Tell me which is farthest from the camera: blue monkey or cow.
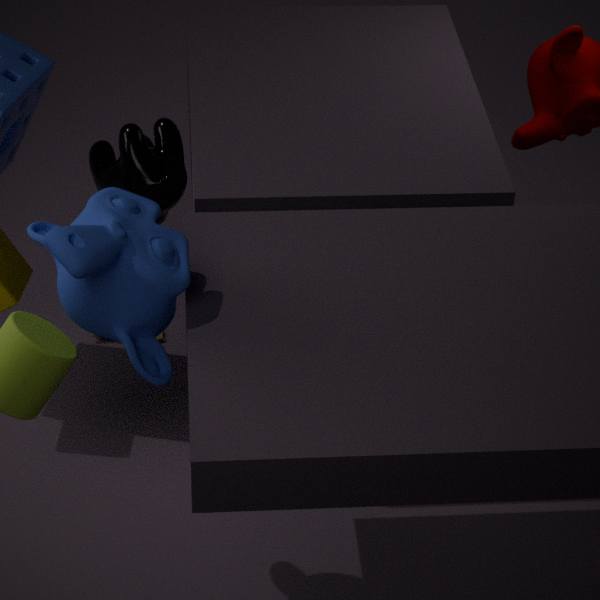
cow
